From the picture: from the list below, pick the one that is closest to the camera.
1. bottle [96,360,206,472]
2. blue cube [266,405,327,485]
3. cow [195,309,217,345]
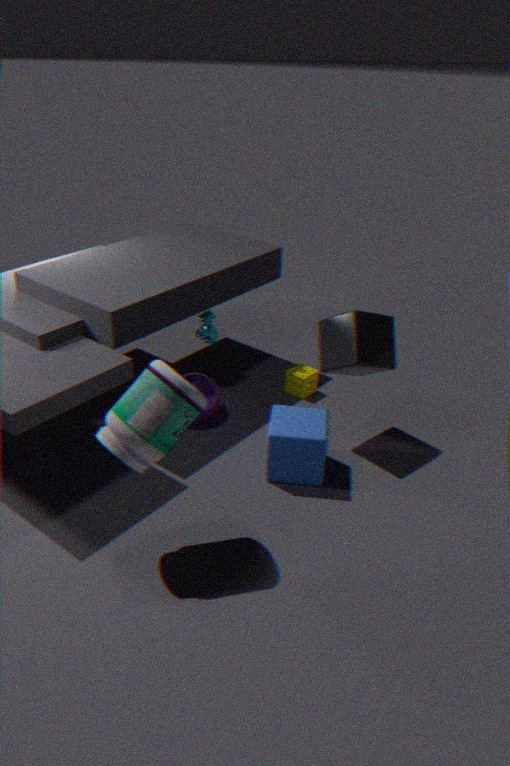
bottle [96,360,206,472]
